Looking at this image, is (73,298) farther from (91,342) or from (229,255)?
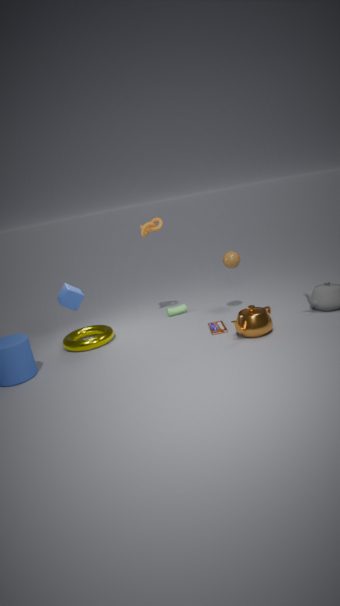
(229,255)
